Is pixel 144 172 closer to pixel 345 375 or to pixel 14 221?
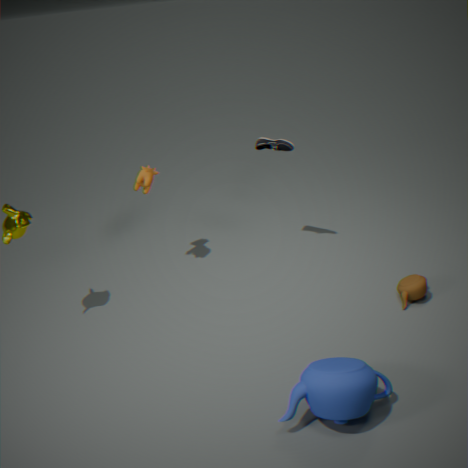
pixel 14 221
